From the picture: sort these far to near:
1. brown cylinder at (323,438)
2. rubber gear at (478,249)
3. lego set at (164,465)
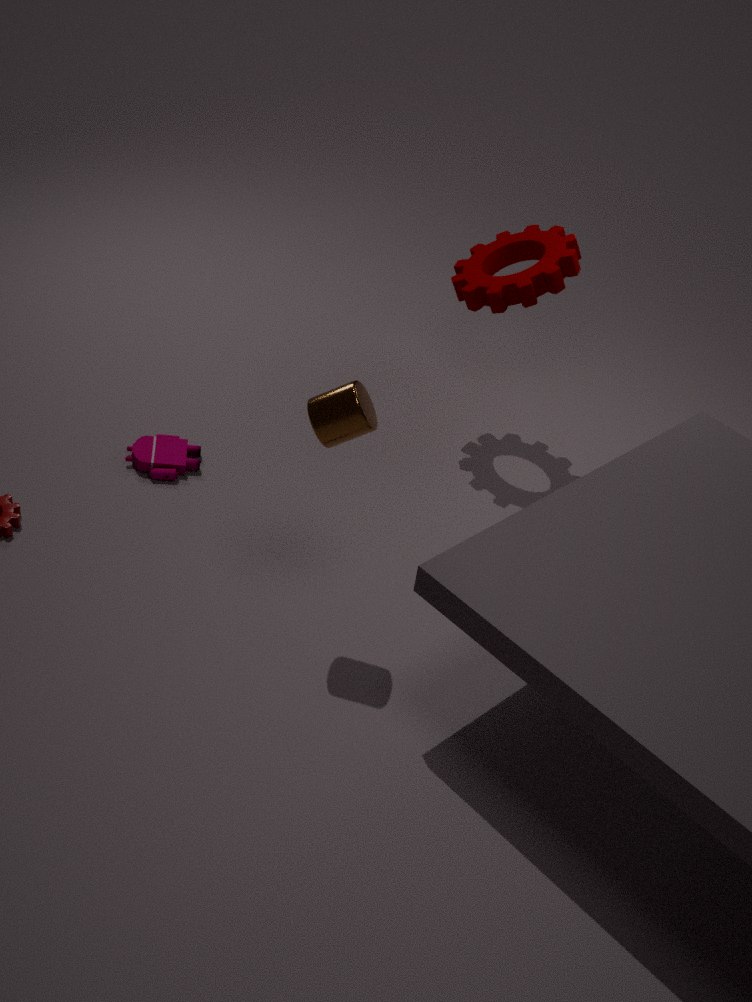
1. lego set at (164,465)
2. rubber gear at (478,249)
3. brown cylinder at (323,438)
